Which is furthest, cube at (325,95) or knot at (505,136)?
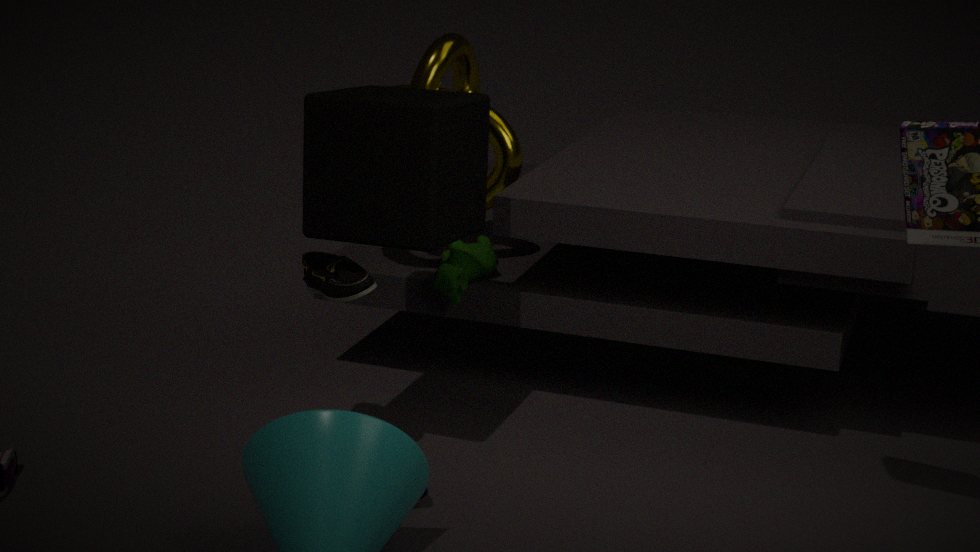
knot at (505,136)
